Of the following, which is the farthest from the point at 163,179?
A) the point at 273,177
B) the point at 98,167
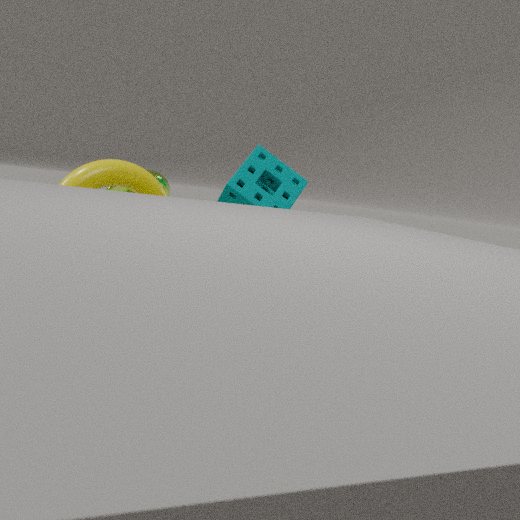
the point at 273,177
